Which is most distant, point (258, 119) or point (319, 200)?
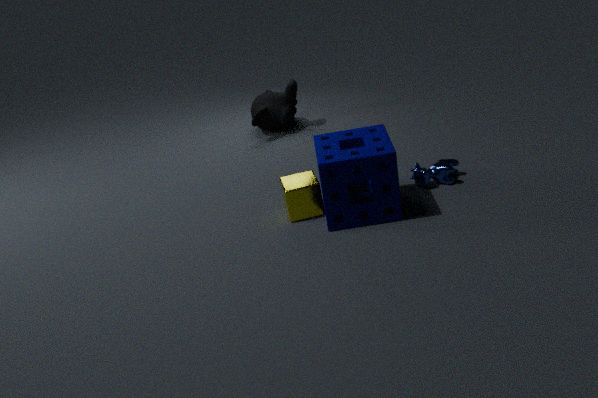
point (258, 119)
